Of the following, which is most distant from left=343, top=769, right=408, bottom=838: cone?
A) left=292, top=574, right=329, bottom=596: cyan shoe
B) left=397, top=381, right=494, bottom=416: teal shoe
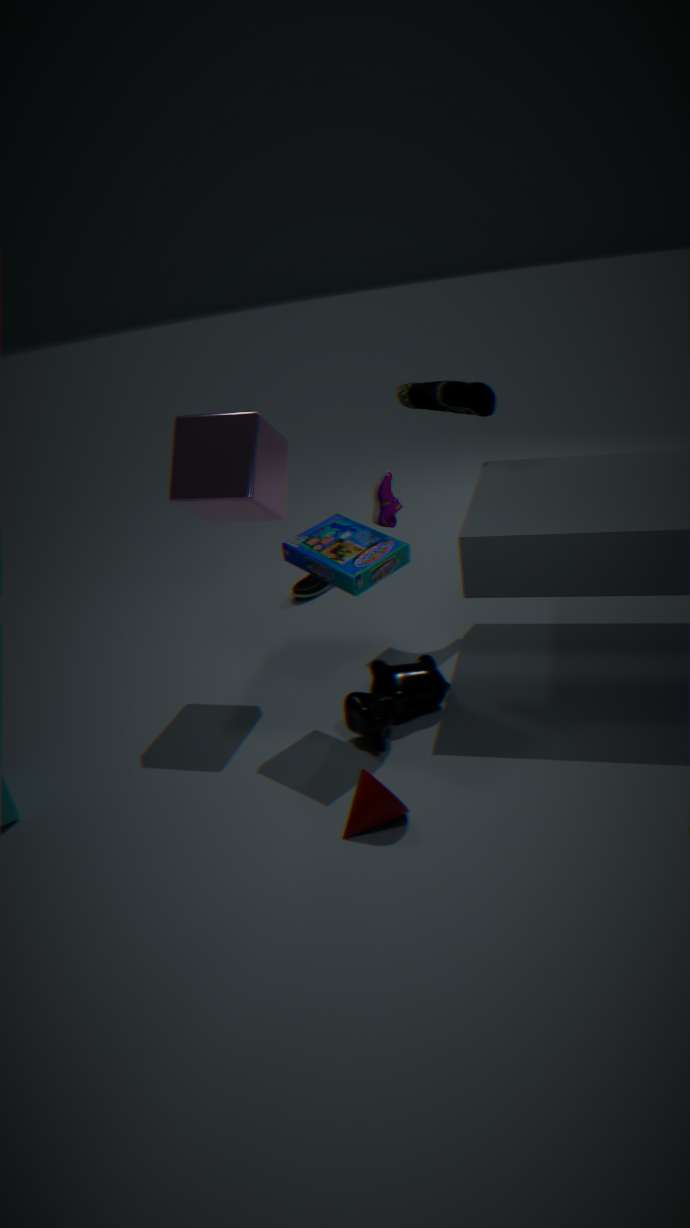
left=292, top=574, right=329, bottom=596: cyan shoe
